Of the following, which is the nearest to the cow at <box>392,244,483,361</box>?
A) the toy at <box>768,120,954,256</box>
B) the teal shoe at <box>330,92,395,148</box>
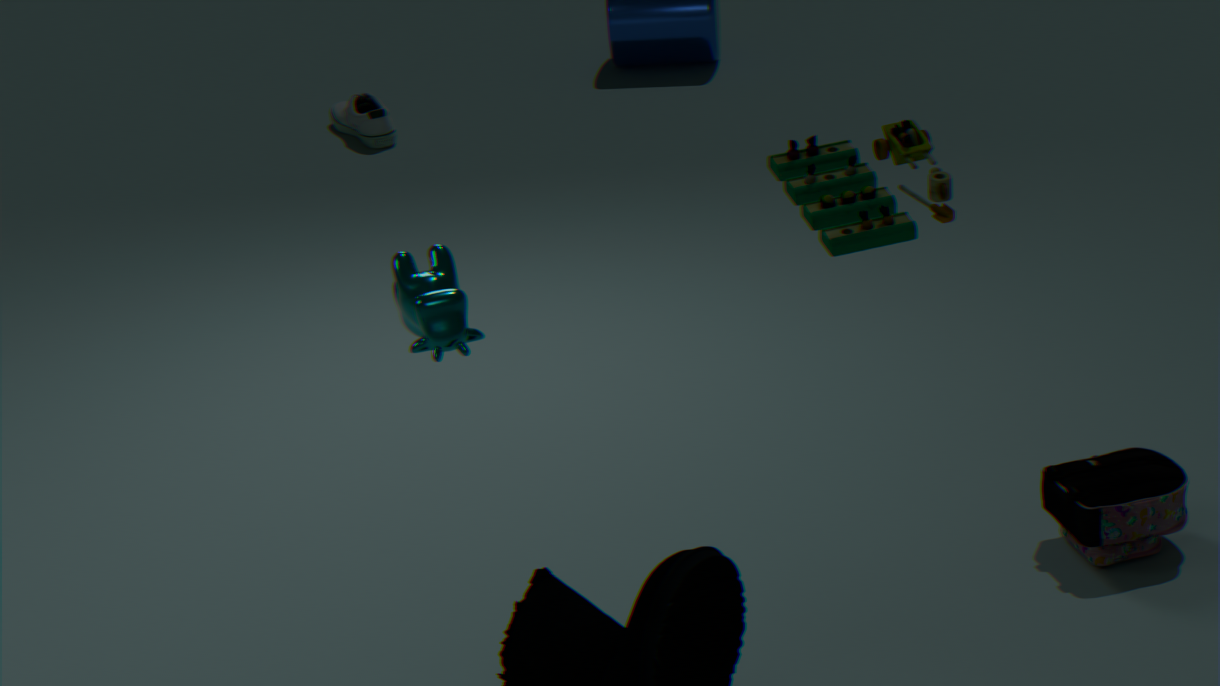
the toy at <box>768,120,954,256</box>
